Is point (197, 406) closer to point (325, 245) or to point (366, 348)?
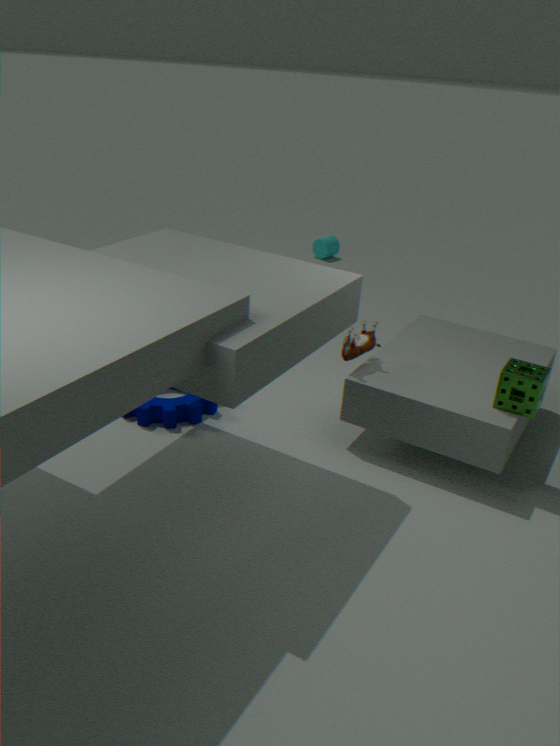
point (366, 348)
